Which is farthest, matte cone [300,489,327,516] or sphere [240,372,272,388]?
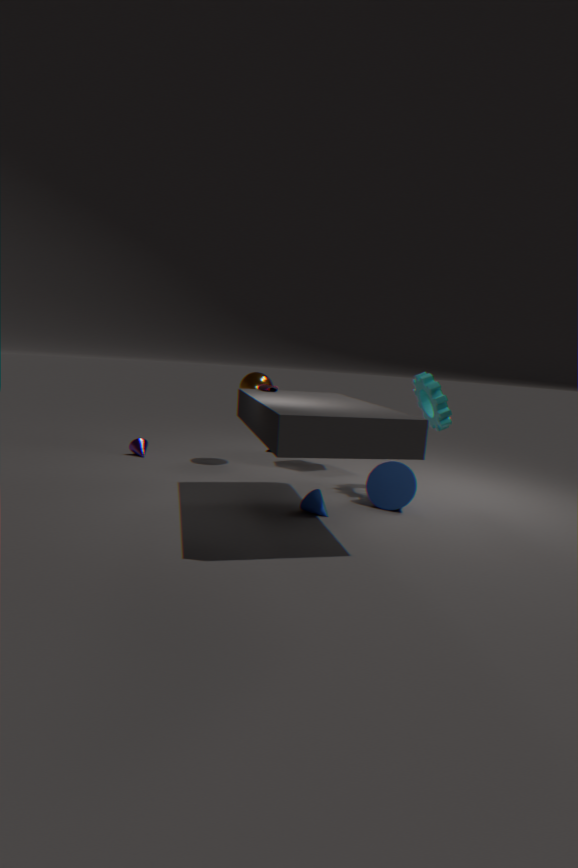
sphere [240,372,272,388]
